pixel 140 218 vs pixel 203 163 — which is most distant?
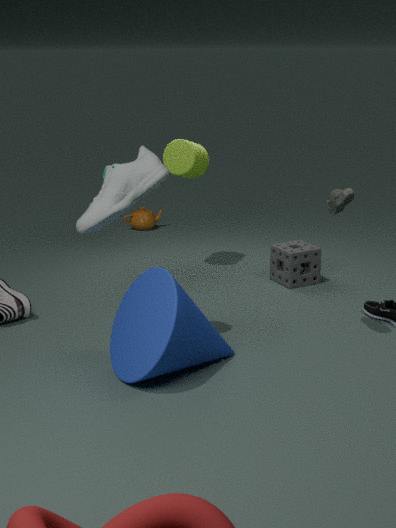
pixel 140 218
